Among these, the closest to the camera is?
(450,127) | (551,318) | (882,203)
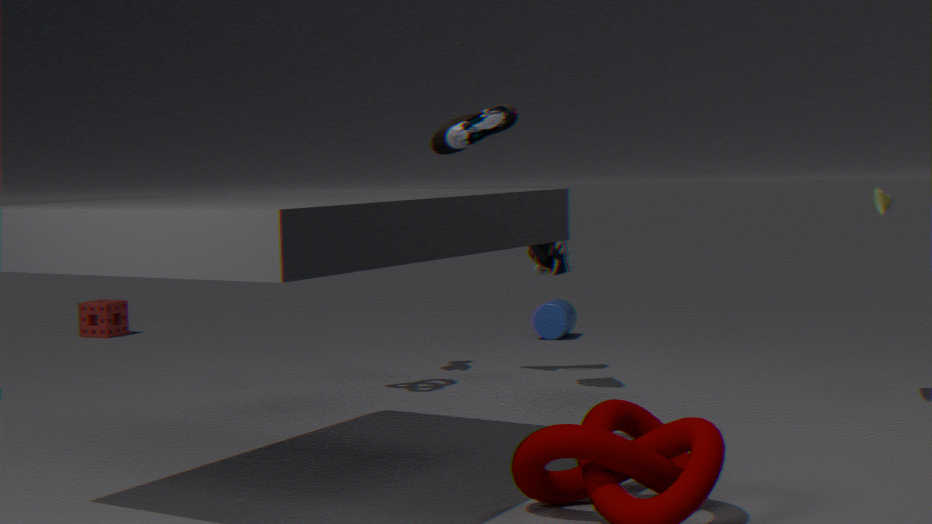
(882,203)
